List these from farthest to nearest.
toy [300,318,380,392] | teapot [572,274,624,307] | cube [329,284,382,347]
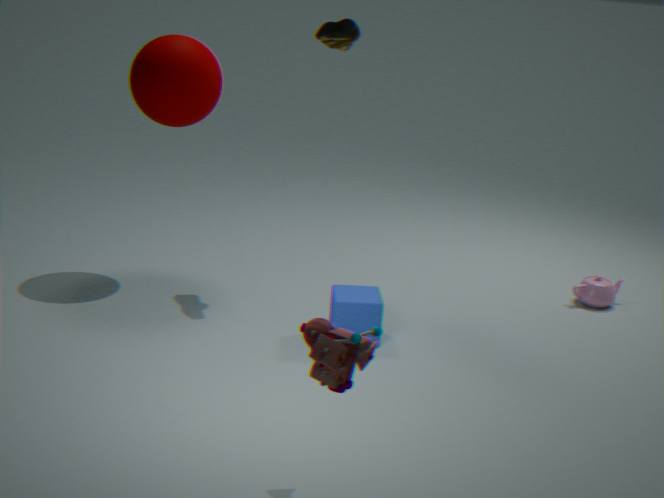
teapot [572,274,624,307] → cube [329,284,382,347] → toy [300,318,380,392]
